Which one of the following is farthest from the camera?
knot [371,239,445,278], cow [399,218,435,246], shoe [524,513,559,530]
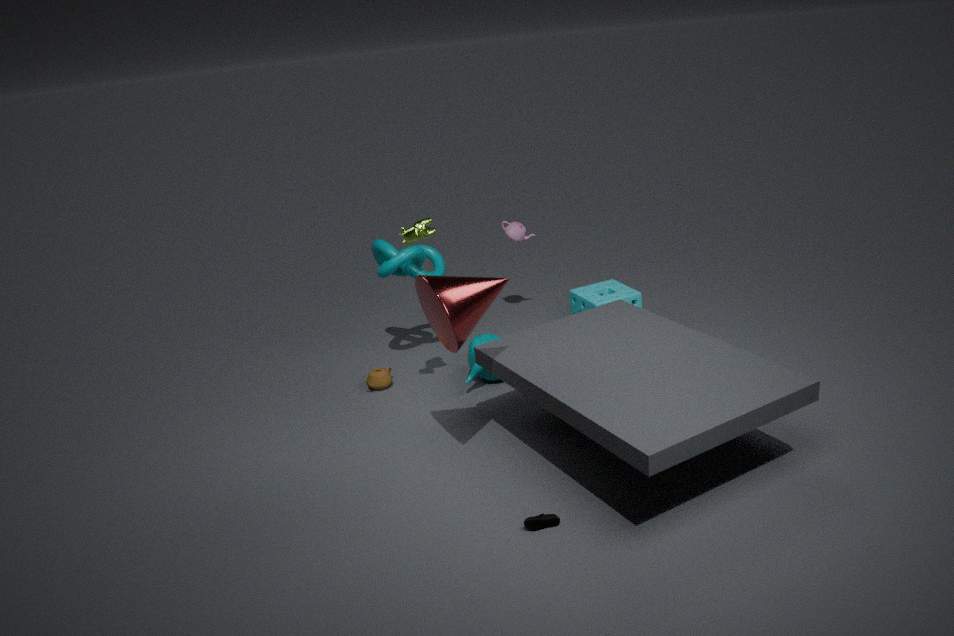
knot [371,239,445,278]
